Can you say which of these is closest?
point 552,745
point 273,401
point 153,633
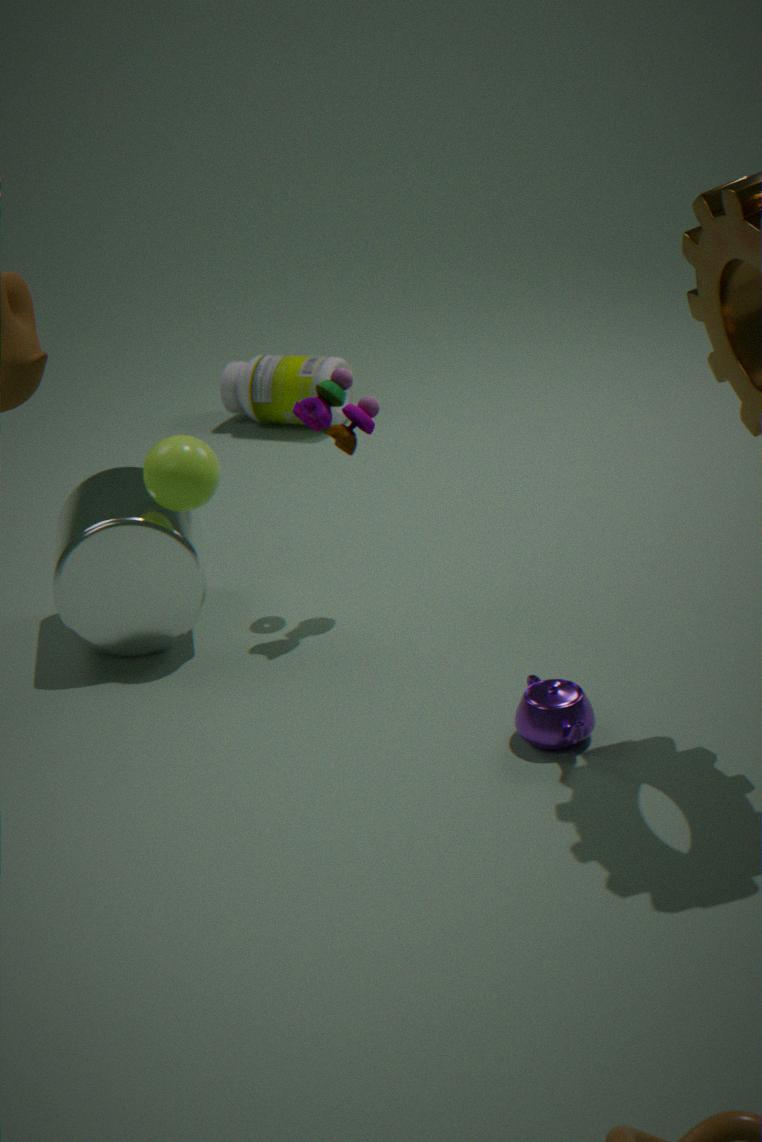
point 552,745
